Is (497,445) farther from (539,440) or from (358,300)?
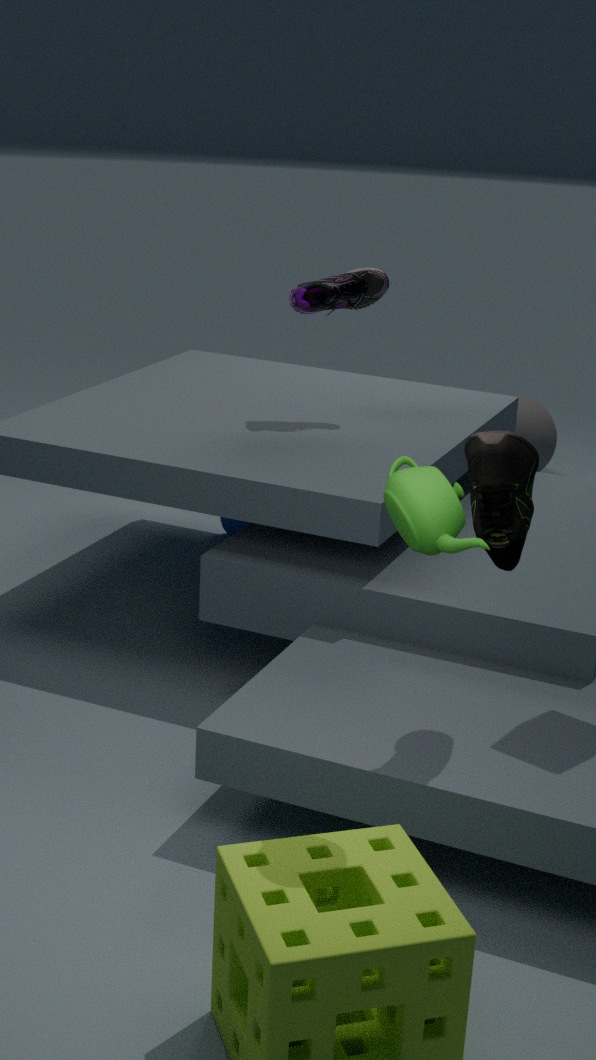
(539,440)
